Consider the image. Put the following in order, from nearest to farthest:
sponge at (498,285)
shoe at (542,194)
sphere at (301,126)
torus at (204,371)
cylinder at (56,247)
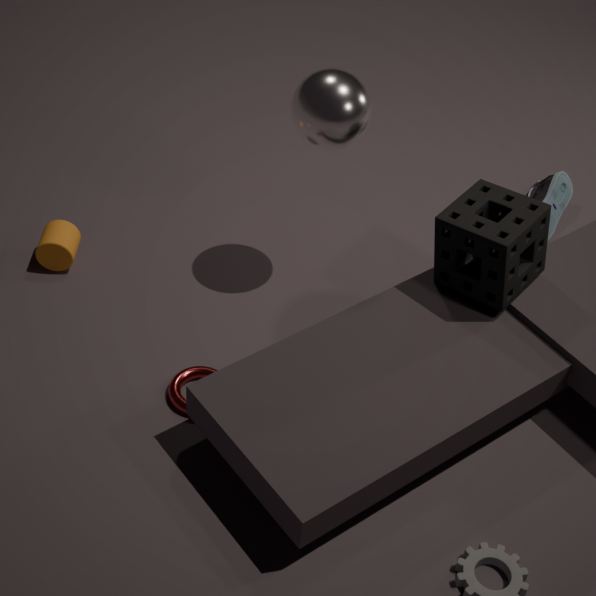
sponge at (498,285) → torus at (204,371) → sphere at (301,126) → cylinder at (56,247) → shoe at (542,194)
